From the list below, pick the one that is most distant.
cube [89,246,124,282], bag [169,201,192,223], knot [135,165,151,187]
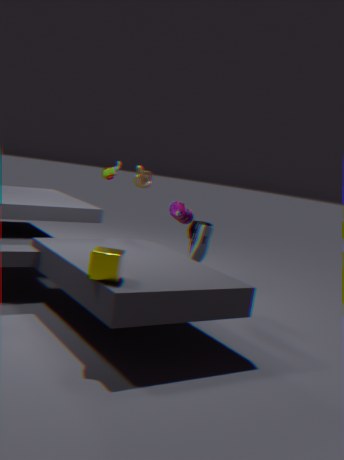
knot [135,165,151,187]
